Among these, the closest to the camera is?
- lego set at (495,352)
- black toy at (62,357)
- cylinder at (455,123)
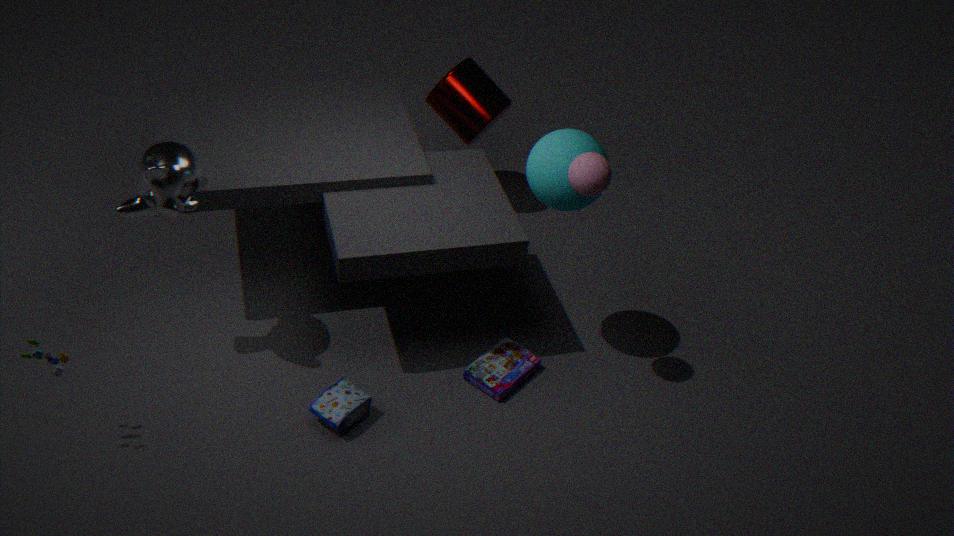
black toy at (62,357)
